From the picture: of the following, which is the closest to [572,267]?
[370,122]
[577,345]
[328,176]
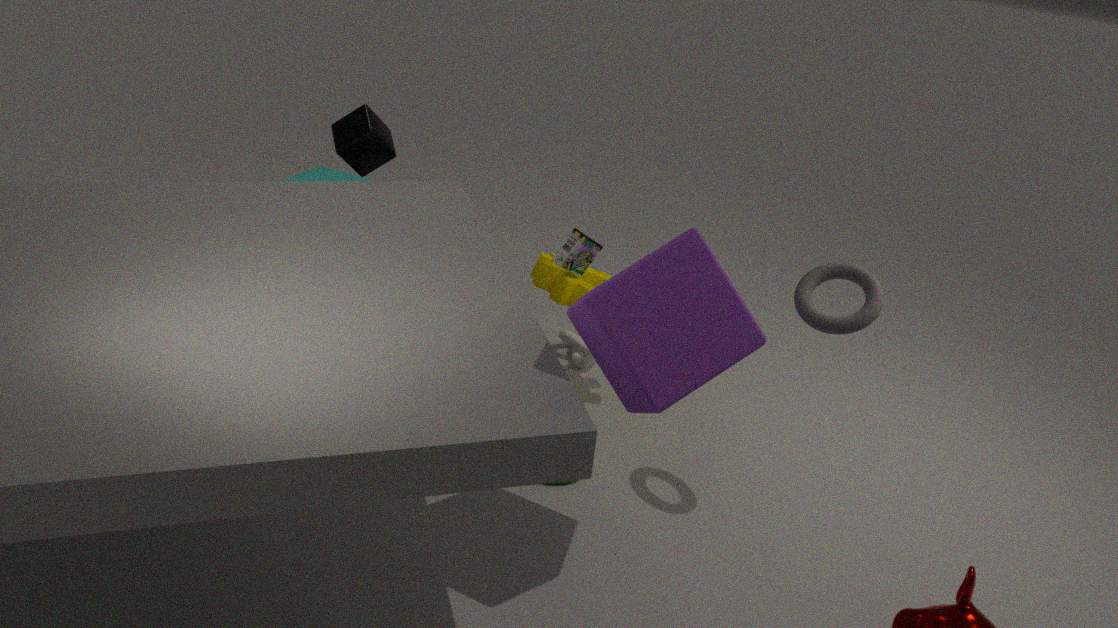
[577,345]
